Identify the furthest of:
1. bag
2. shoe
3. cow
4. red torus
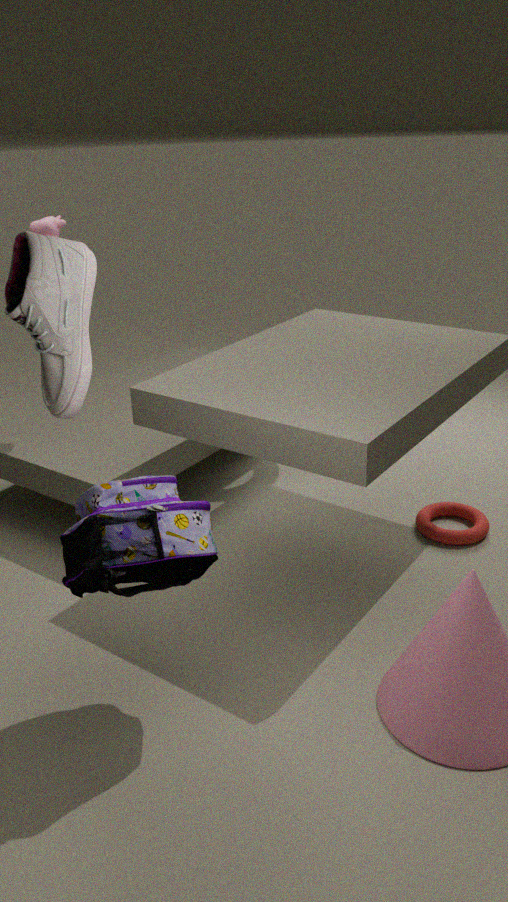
red torus
